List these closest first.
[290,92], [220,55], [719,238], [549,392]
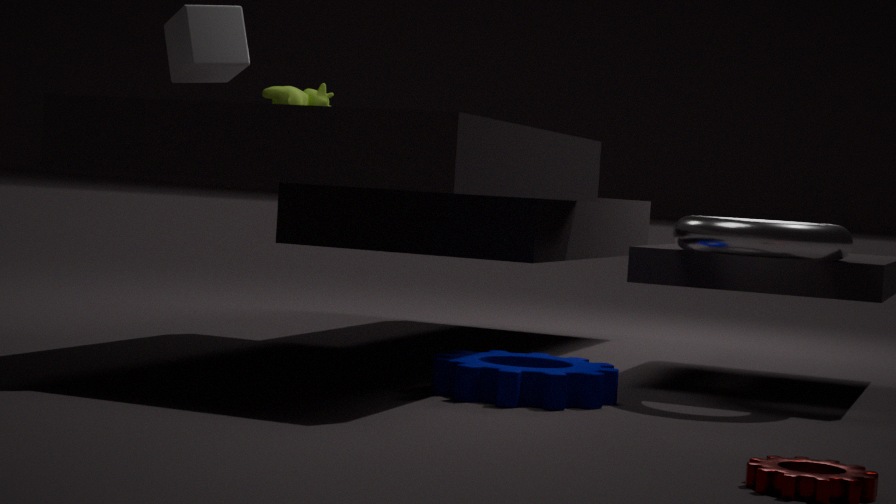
[549,392] → [220,55] → [719,238] → [290,92]
